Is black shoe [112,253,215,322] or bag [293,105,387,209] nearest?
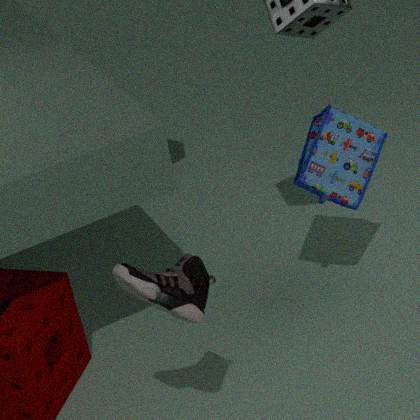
black shoe [112,253,215,322]
